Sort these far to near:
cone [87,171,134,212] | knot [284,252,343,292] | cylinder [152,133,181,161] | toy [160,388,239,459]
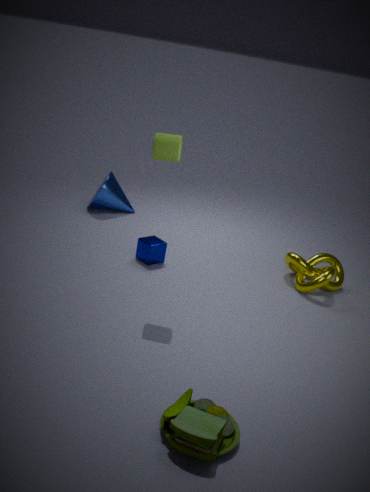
cone [87,171,134,212] → knot [284,252,343,292] → cylinder [152,133,181,161] → toy [160,388,239,459]
